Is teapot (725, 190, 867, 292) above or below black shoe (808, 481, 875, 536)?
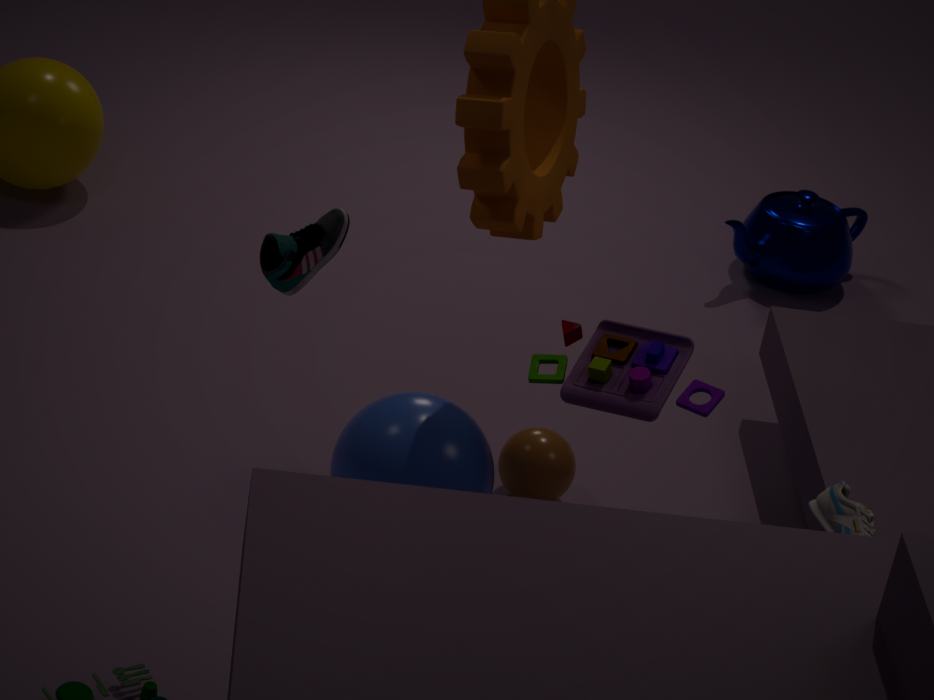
below
